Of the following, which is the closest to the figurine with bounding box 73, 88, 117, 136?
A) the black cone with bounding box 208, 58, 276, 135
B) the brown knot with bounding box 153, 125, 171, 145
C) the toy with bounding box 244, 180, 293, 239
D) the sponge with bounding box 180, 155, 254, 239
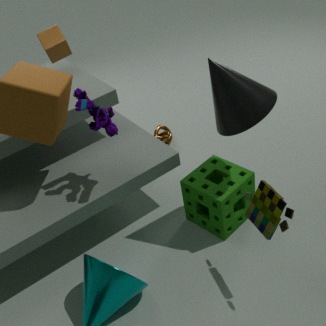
the sponge with bounding box 180, 155, 254, 239
